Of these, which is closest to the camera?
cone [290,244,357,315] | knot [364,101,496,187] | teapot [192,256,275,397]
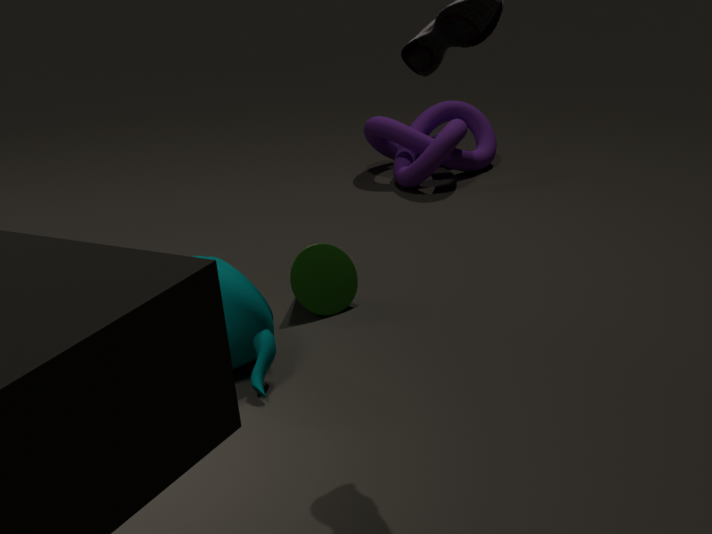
teapot [192,256,275,397]
